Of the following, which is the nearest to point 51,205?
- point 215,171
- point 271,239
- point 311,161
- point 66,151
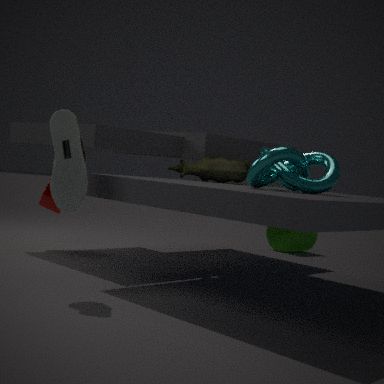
point 215,171
